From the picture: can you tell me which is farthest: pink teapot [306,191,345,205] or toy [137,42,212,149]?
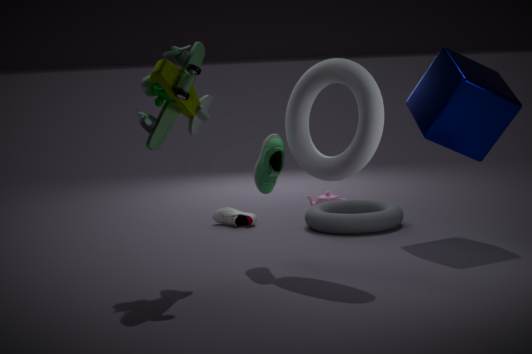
pink teapot [306,191,345,205]
